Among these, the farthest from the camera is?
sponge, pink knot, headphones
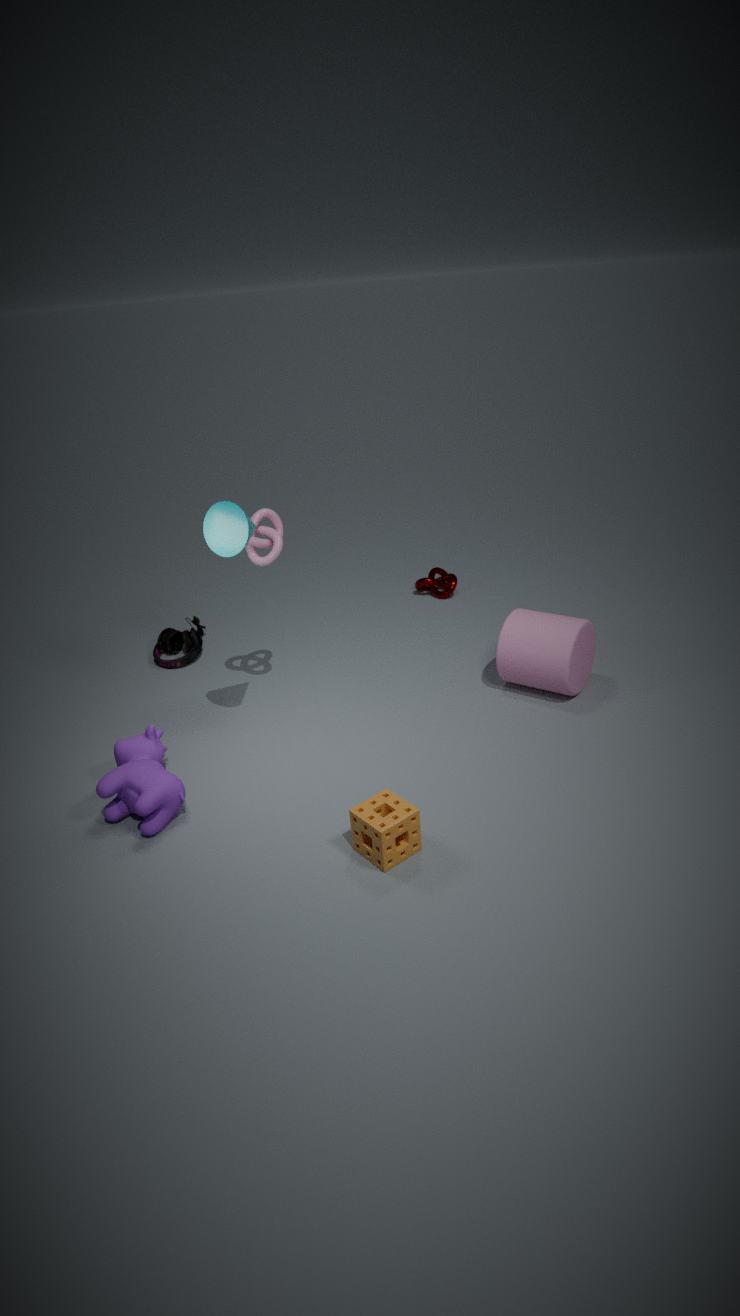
headphones
